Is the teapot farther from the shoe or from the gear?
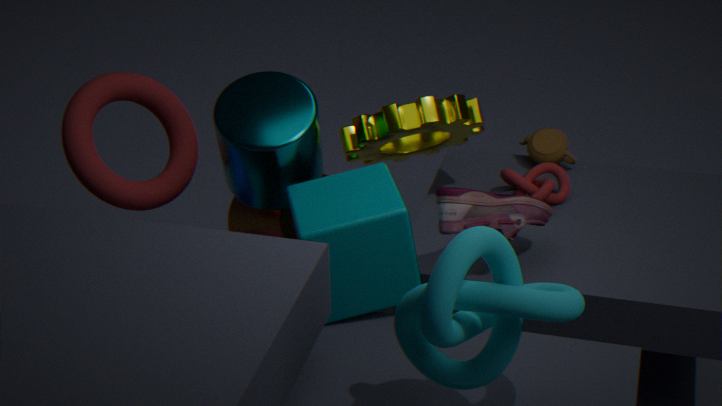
the shoe
